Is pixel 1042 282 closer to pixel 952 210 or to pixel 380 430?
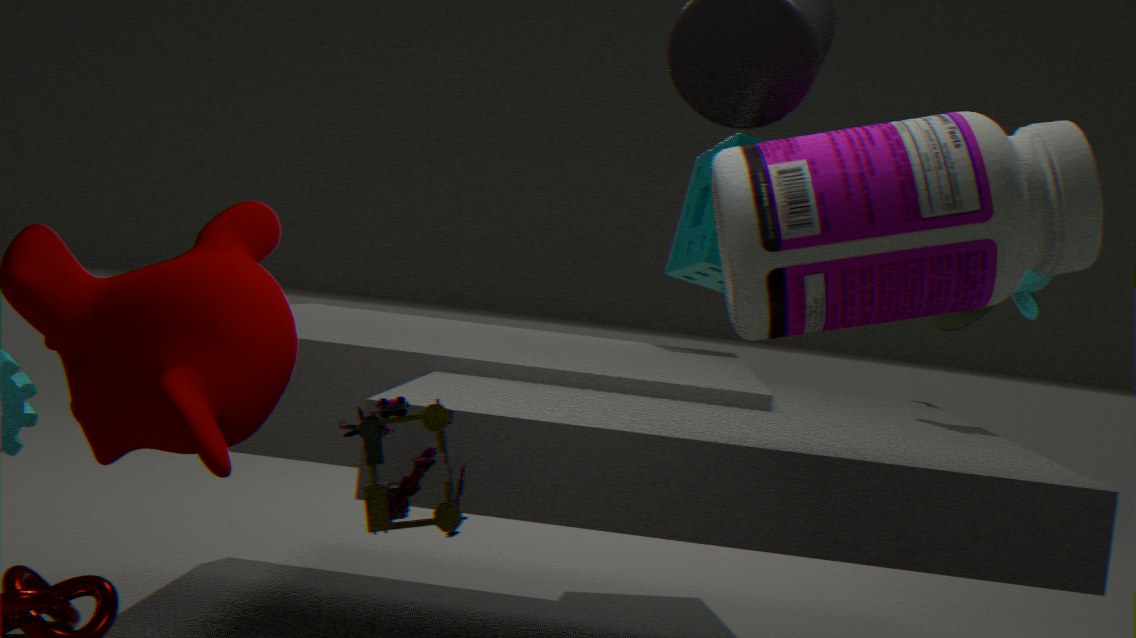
pixel 952 210
